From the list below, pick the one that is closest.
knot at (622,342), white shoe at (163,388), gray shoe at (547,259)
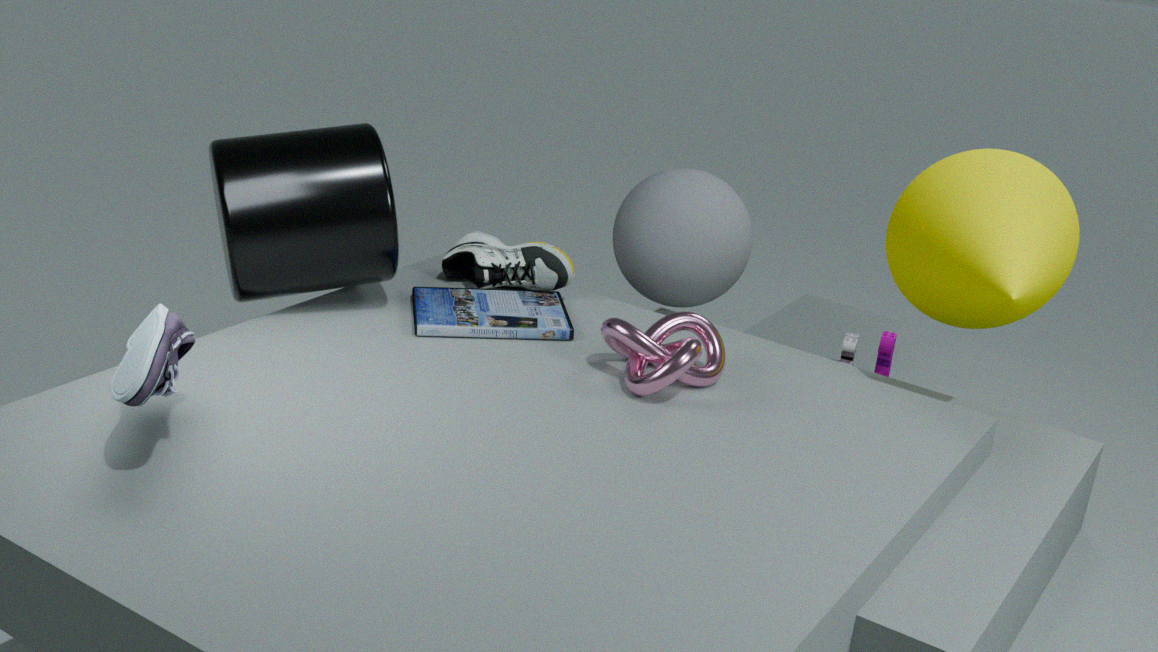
white shoe at (163,388)
